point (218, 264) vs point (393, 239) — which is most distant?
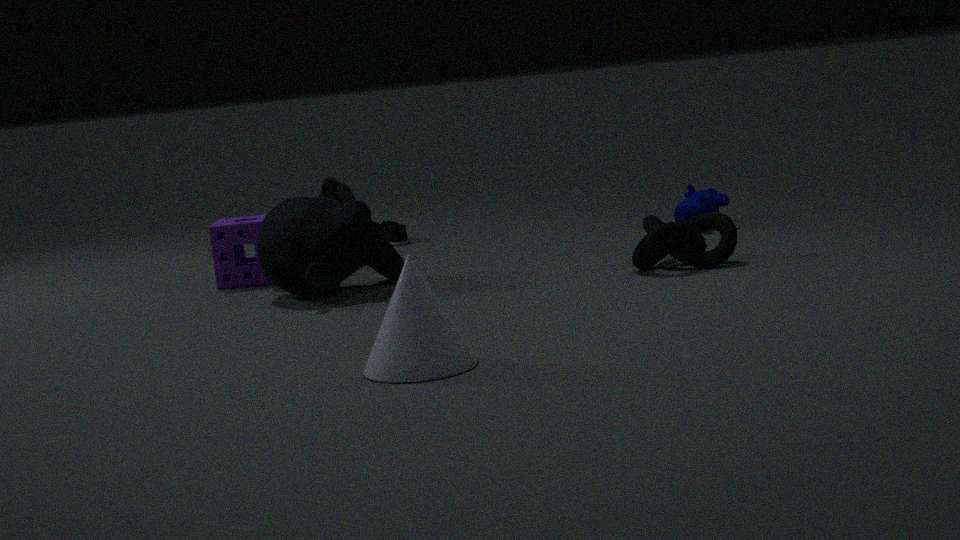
point (393, 239)
